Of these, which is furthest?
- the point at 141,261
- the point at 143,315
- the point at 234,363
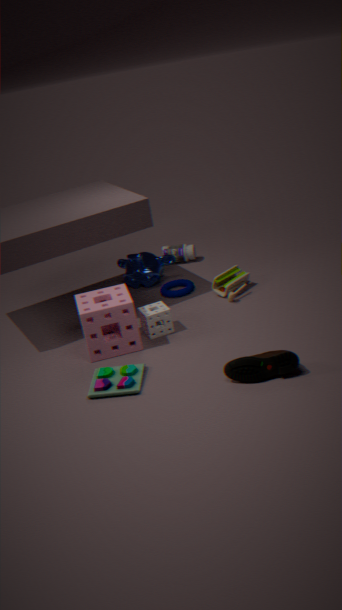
the point at 141,261
